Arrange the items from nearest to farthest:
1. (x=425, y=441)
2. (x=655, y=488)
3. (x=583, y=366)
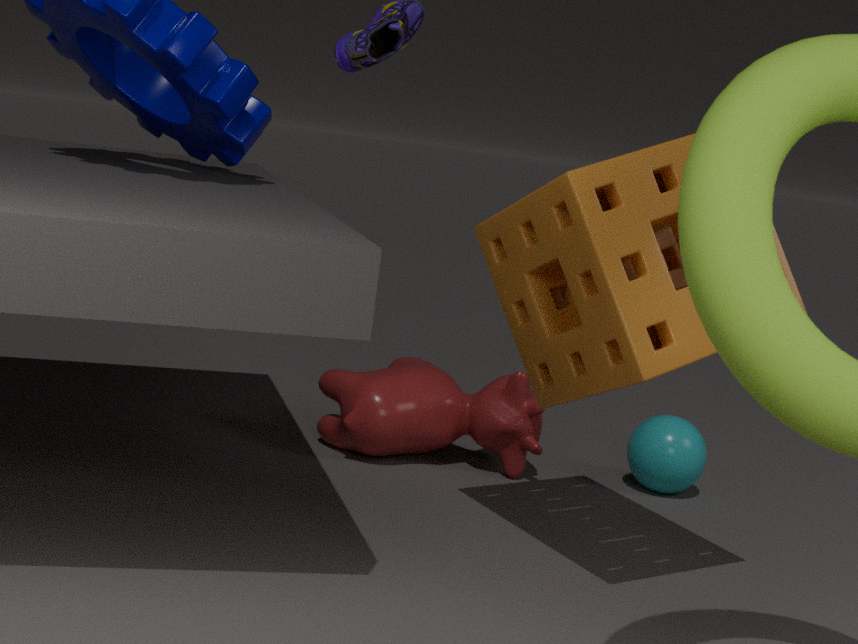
(x=583, y=366)
(x=425, y=441)
(x=655, y=488)
